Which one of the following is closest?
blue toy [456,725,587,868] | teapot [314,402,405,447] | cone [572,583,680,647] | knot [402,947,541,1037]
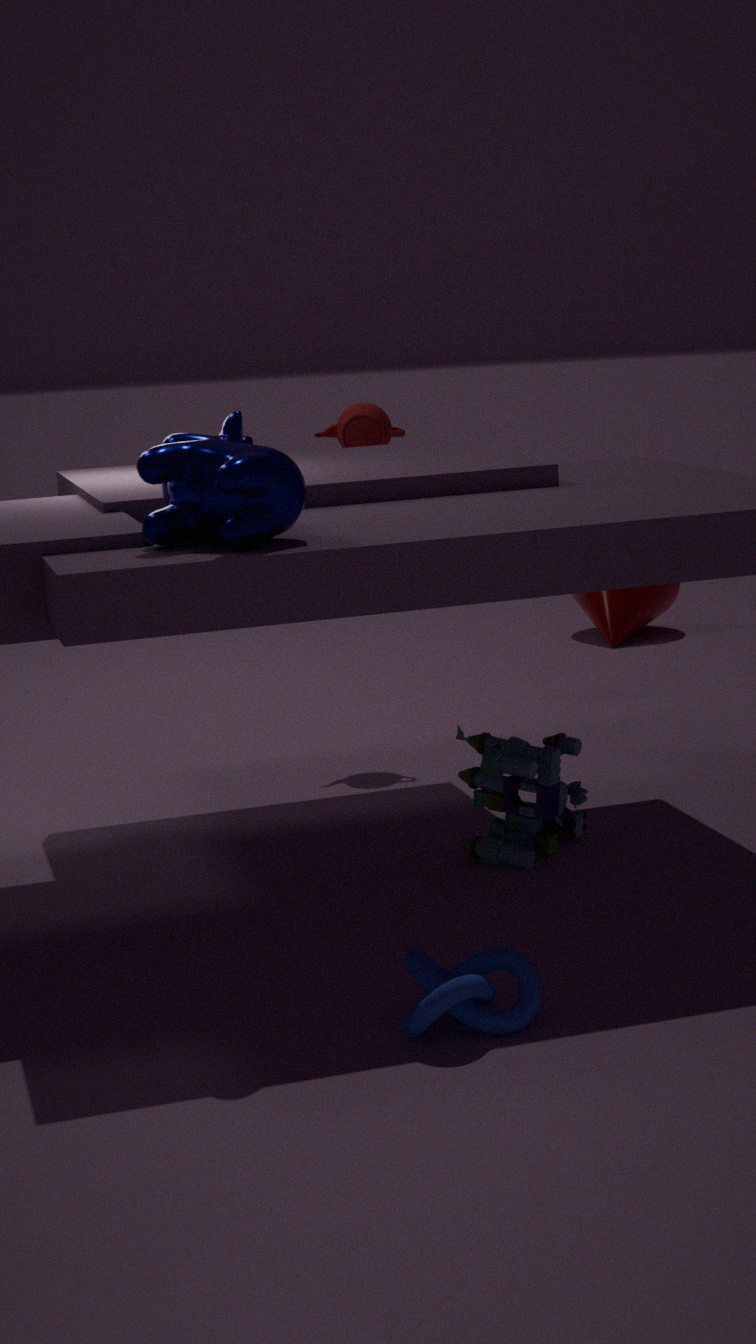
knot [402,947,541,1037]
